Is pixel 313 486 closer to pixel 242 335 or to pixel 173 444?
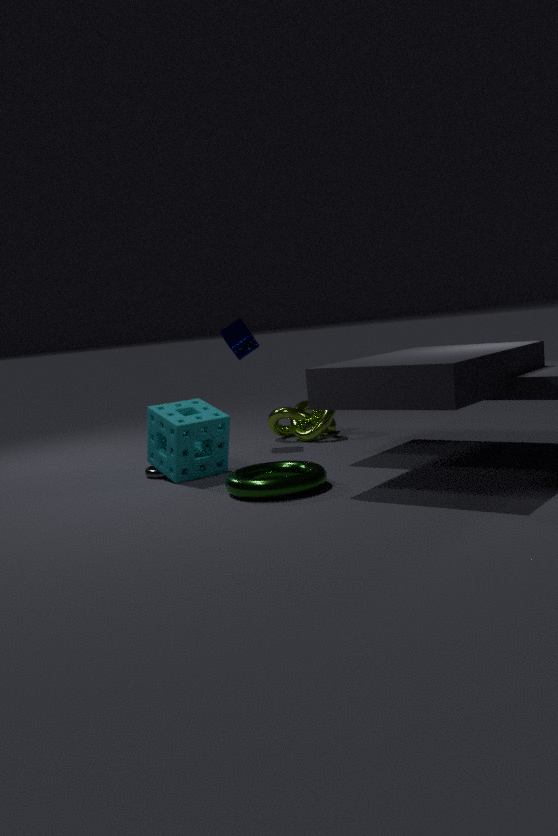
pixel 173 444
